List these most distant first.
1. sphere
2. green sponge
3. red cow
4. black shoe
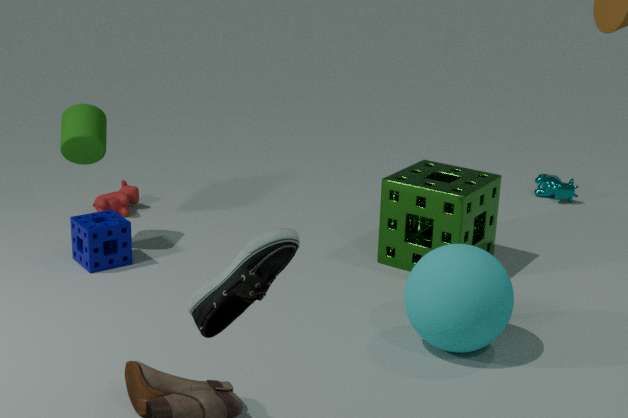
red cow → green sponge → sphere → black shoe
